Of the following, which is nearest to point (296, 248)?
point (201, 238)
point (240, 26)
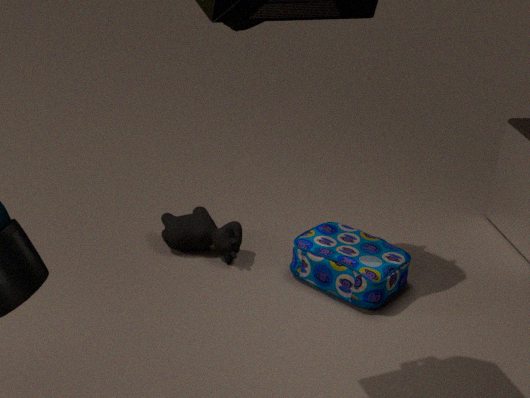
point (201, 238)
